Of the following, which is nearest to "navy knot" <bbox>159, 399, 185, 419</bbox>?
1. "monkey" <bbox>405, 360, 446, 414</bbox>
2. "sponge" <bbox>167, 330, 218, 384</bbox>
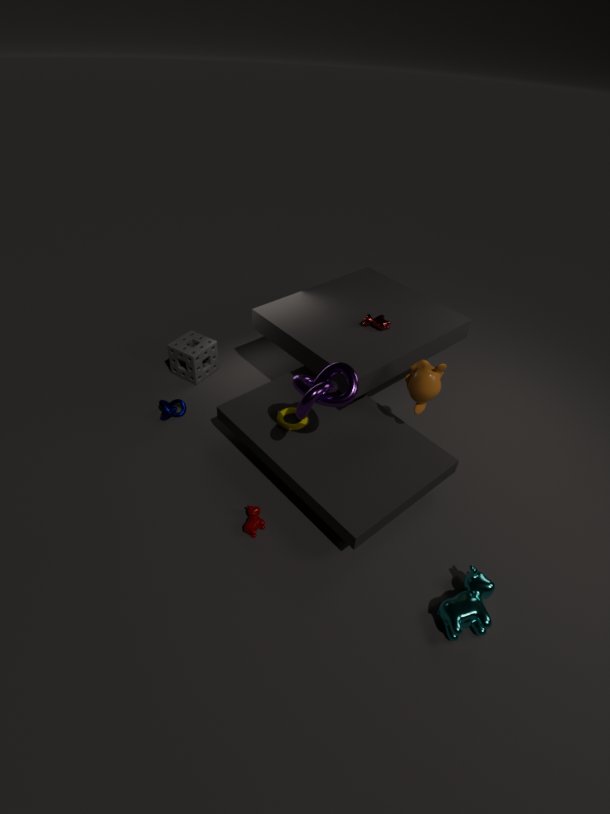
"sponge" <bbox>167, 330, 218, 384</bbox>
